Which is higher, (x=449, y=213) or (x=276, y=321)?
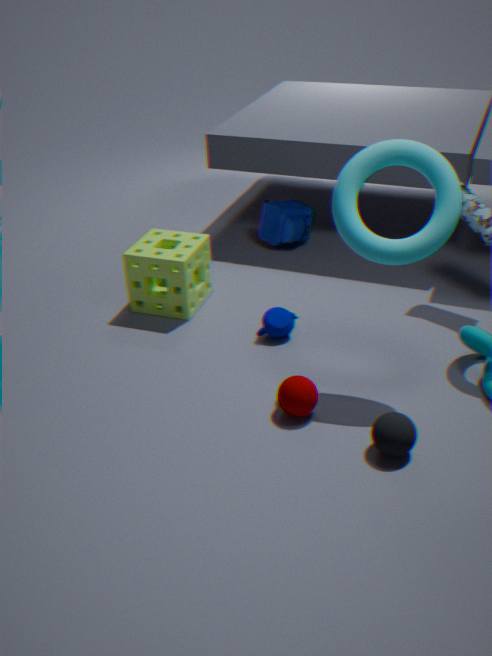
(x=449, y=213)
